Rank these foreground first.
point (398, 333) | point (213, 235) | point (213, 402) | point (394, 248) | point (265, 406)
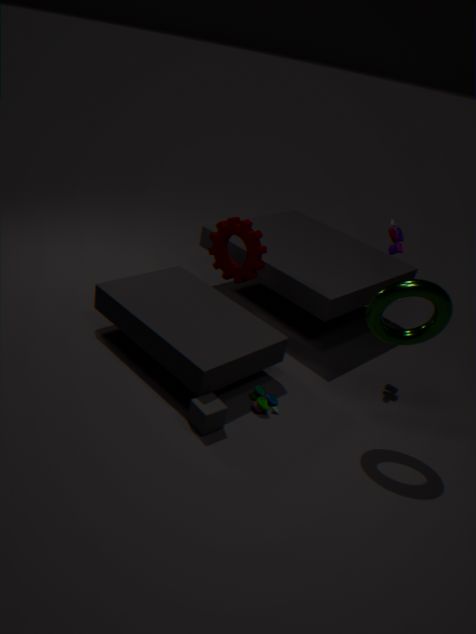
point (213, 402)
point (398, 333)
point (265, 406)
point (394, 248)
point (213, 235)
